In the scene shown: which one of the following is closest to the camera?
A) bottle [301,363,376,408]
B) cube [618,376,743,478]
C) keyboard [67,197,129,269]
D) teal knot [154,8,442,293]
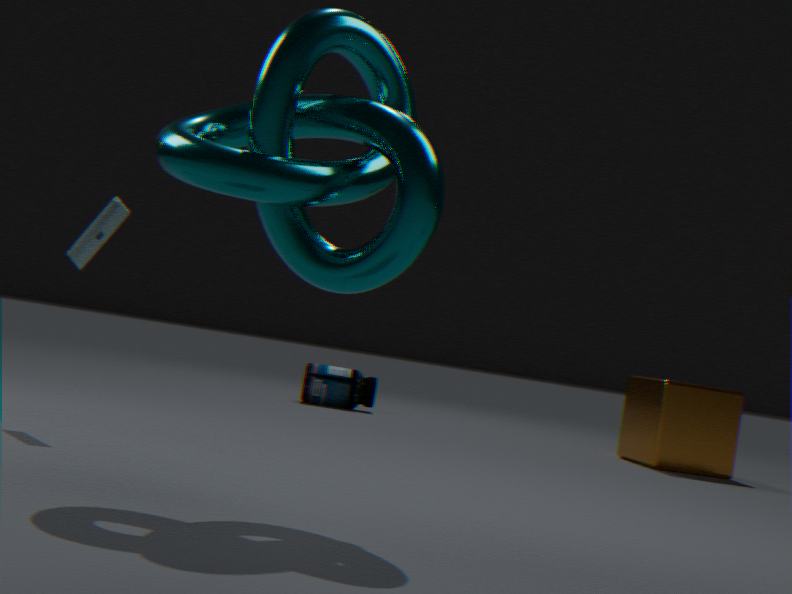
teal knot [154,8,442,293]
